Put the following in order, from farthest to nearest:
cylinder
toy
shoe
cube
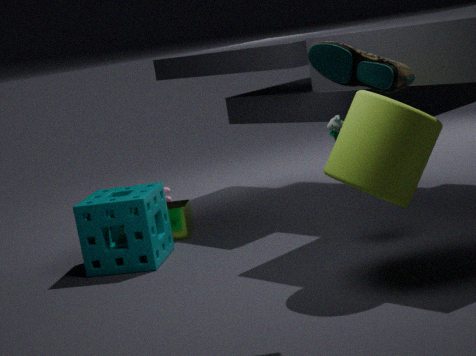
cube < toy < cylinder < shoe
